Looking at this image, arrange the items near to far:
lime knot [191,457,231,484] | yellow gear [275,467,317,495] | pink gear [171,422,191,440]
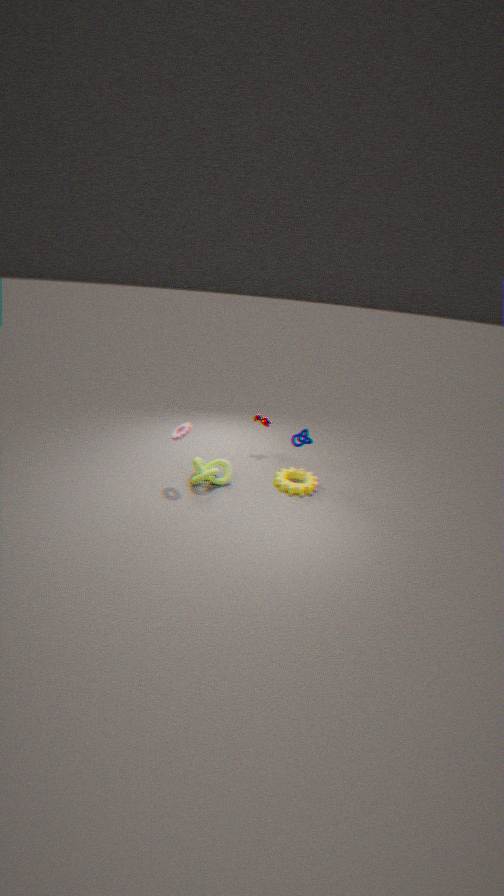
pink gear [171,422,191,440] < lime knot [191,457,231,484] < yellow gear [275,467,317,495]
